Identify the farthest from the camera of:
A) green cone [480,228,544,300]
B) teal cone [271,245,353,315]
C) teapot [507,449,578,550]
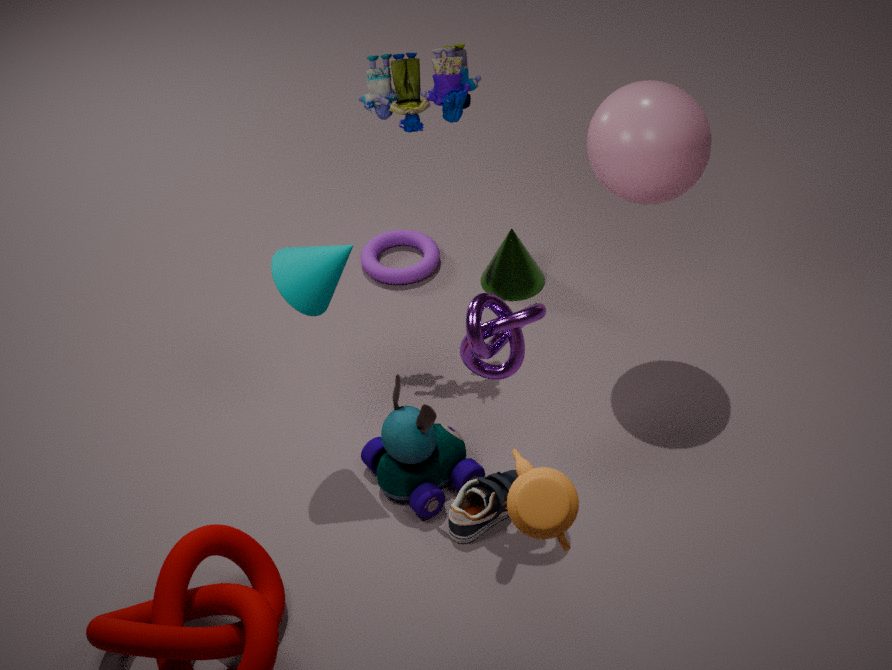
green cone [480,228,544,300]
